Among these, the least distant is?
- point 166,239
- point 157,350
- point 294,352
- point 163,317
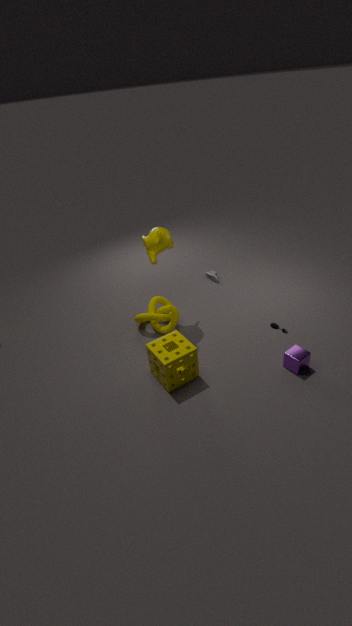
point 157,350
